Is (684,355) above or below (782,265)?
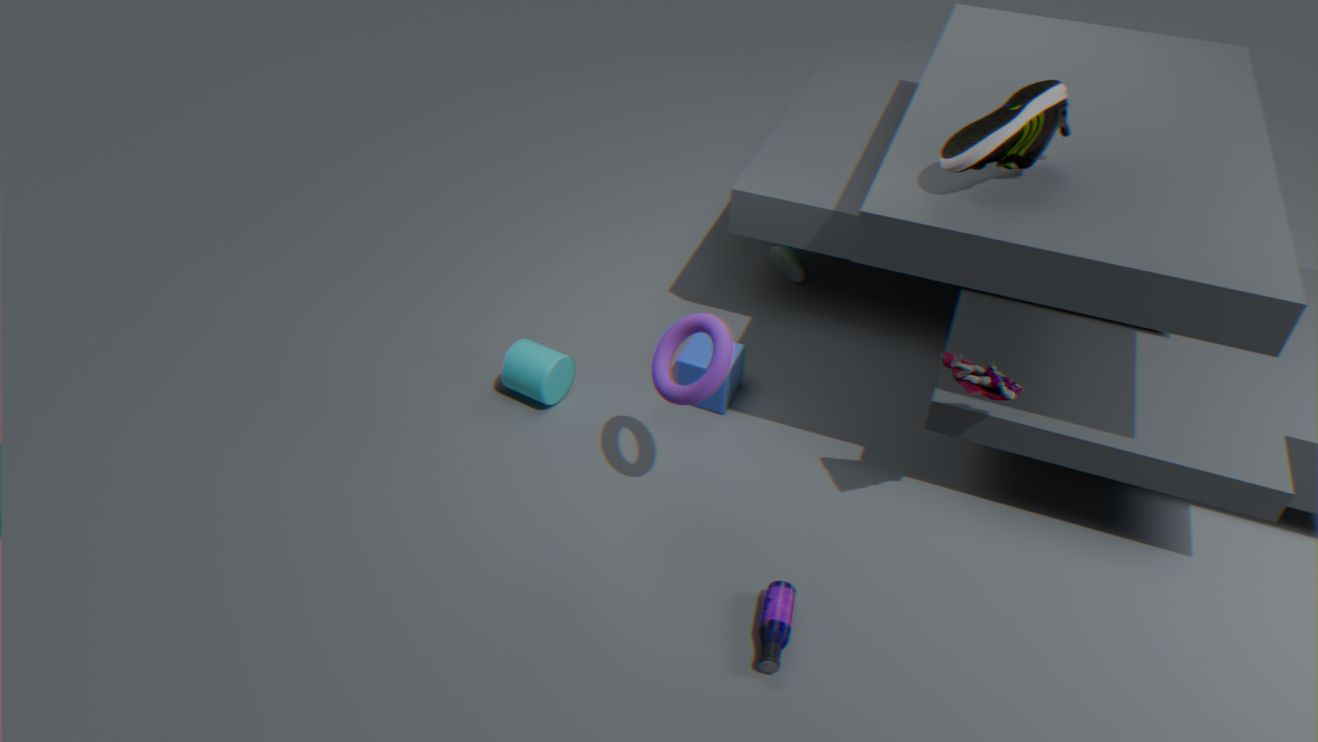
above
